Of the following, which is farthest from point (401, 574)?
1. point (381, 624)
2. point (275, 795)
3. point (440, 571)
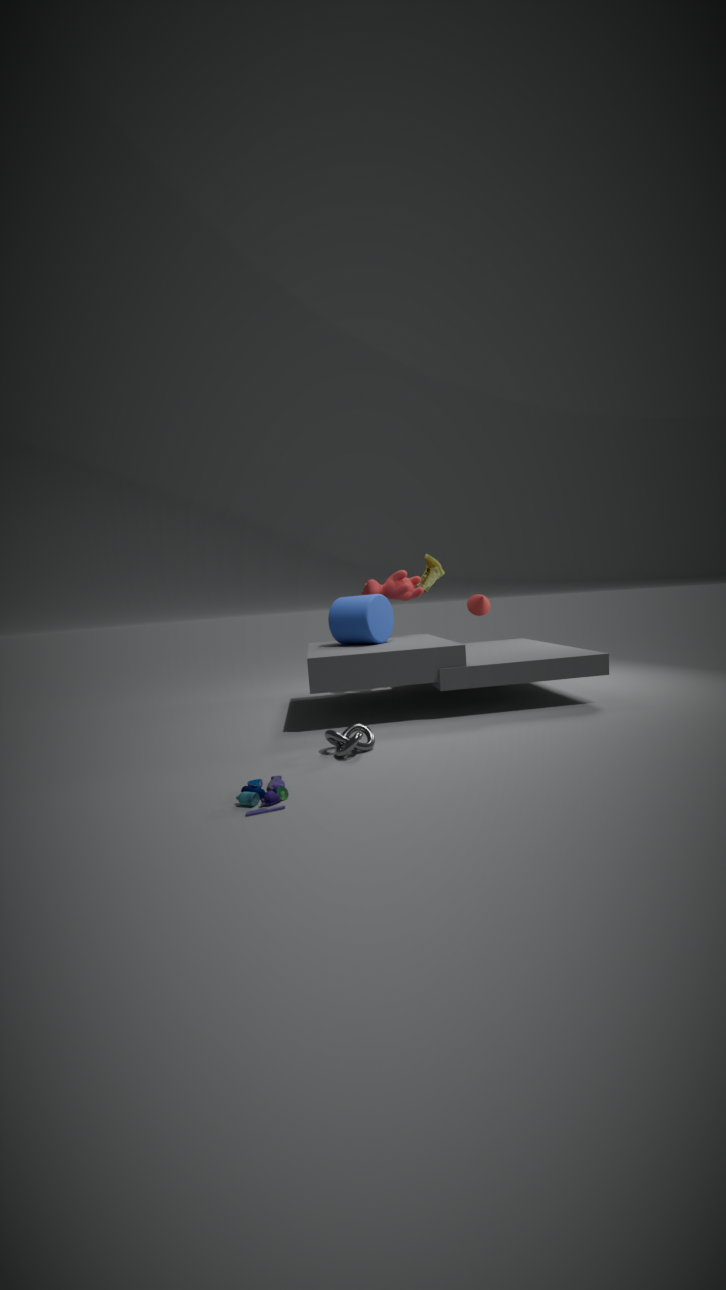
point (275, 795)
